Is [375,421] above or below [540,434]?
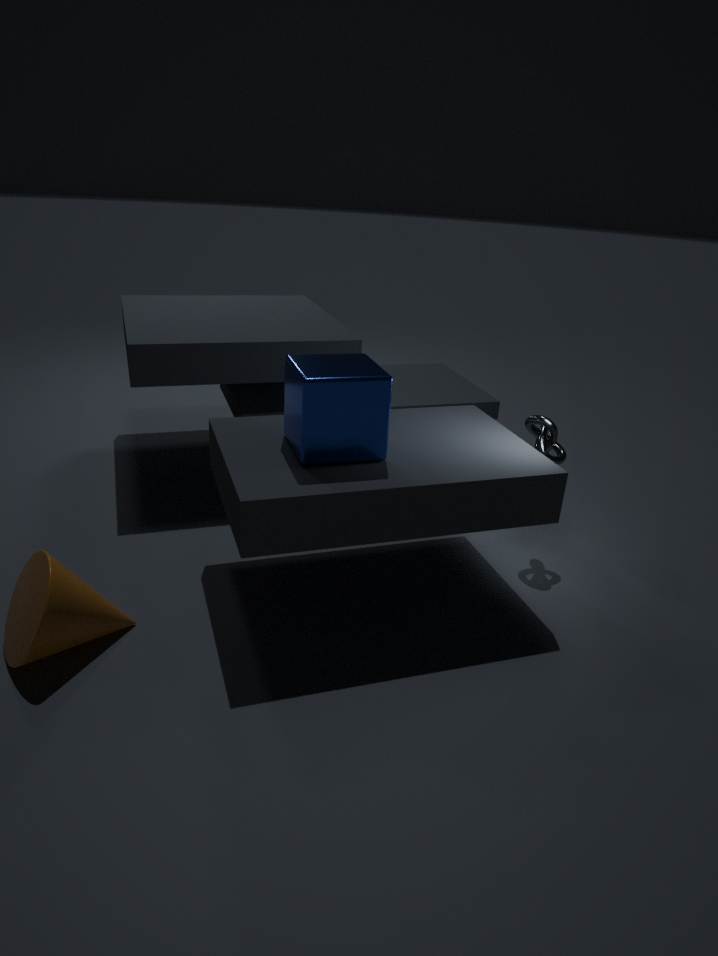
above
